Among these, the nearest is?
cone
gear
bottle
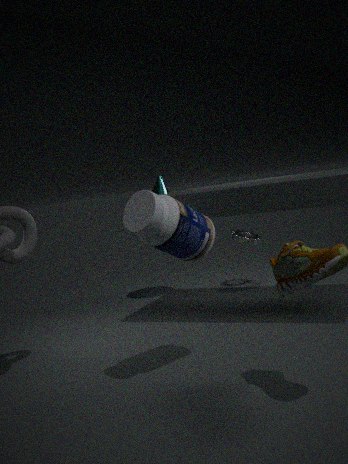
bottle
